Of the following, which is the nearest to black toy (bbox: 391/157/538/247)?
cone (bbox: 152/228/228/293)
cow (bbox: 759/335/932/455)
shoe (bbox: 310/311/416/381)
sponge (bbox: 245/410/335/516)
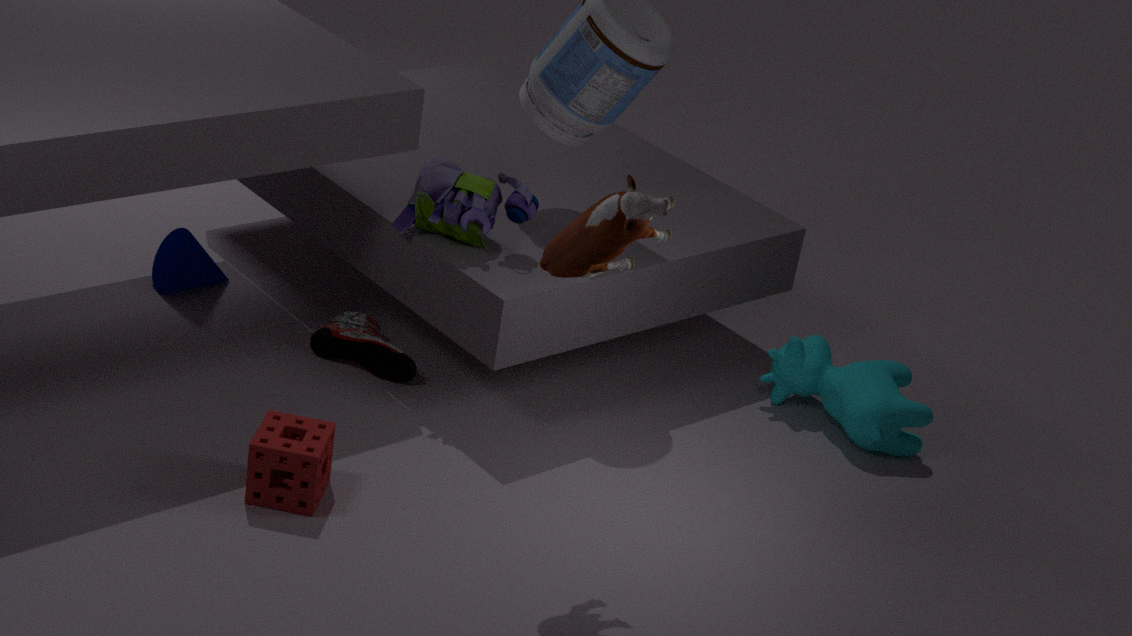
shoe (bbox: 310/311/416/381)
